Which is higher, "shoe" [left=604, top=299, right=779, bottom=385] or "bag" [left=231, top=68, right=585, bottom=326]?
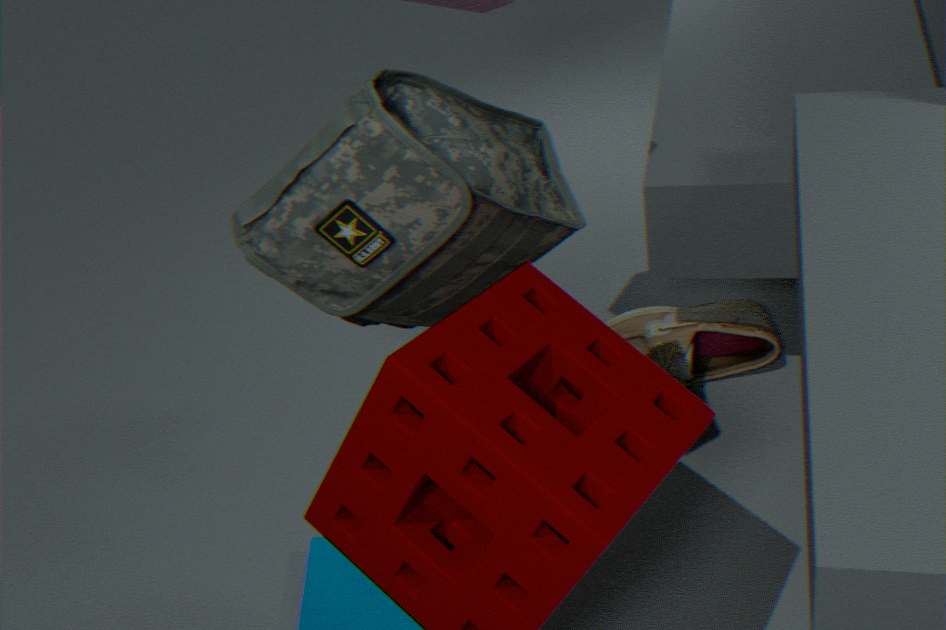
"bag" [left=231, top=68, right=585, bottom=326]
